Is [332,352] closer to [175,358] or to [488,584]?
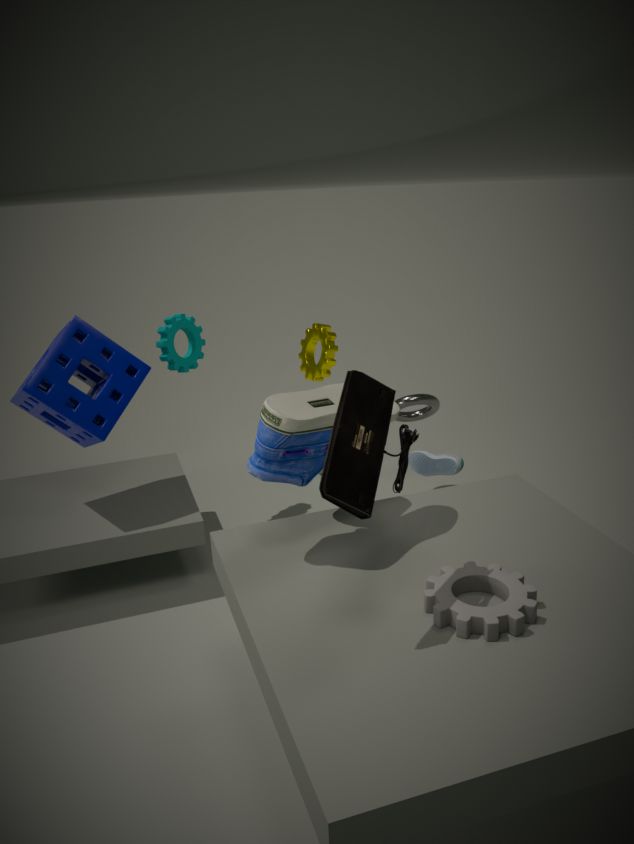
[175,358]
